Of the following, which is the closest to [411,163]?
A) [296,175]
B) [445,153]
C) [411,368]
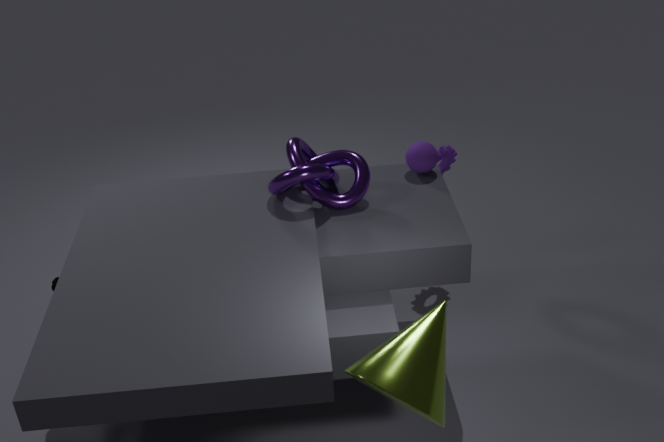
[445,153]
